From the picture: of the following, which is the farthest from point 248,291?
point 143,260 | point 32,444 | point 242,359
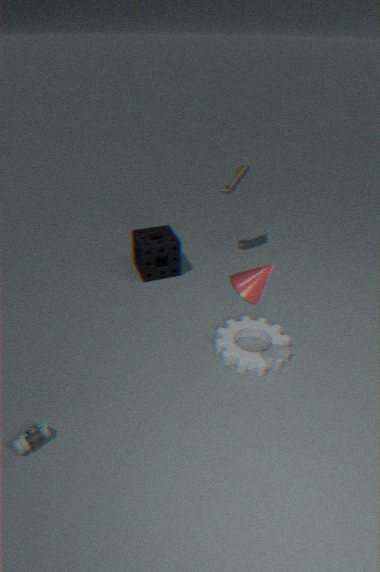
point 143,260
